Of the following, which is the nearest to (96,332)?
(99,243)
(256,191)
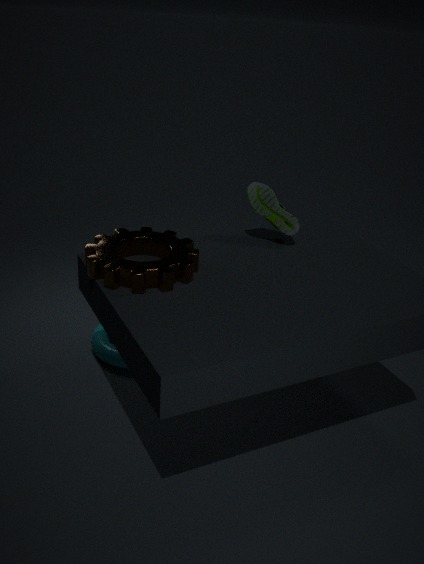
(99,243)
